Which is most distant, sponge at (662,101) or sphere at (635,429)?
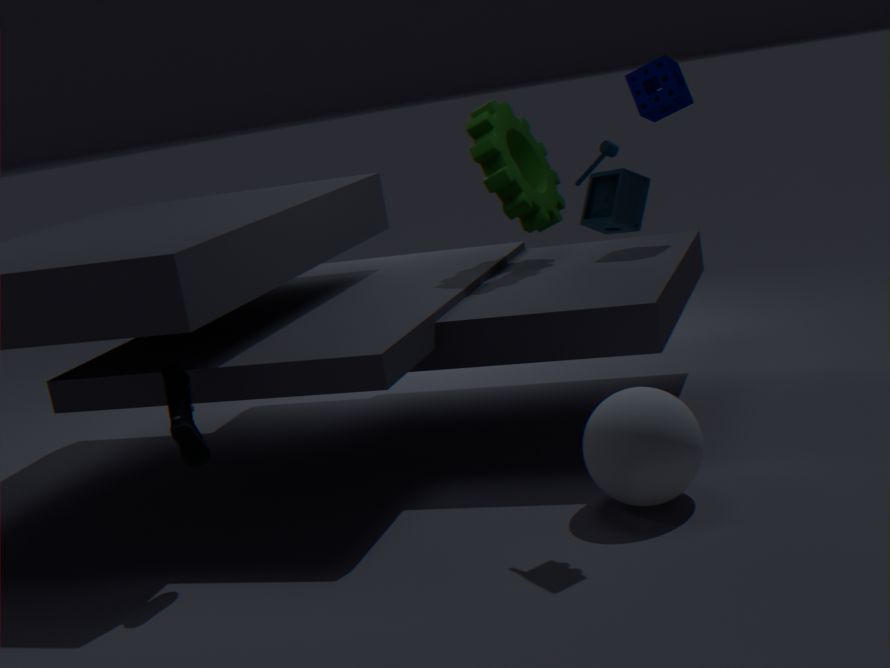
sponge at (662,101)
